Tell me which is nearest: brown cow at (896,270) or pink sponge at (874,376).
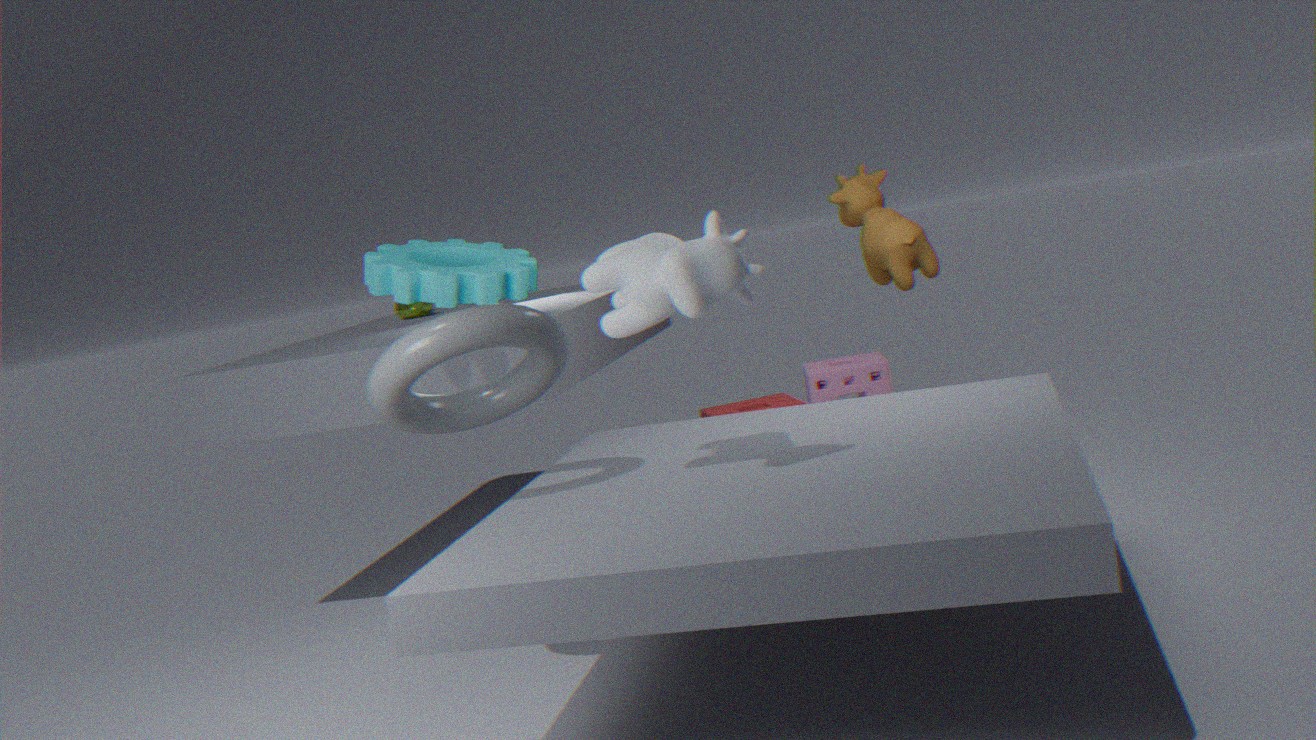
brown cow at (896,270)
